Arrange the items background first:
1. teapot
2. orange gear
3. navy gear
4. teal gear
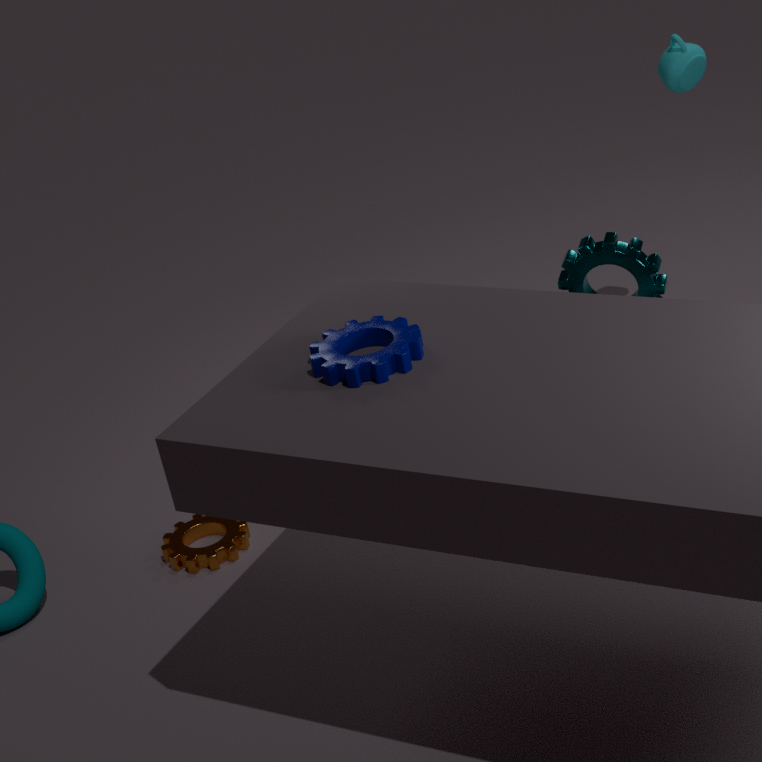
teapot
orange gear
teal gear
navy gear
